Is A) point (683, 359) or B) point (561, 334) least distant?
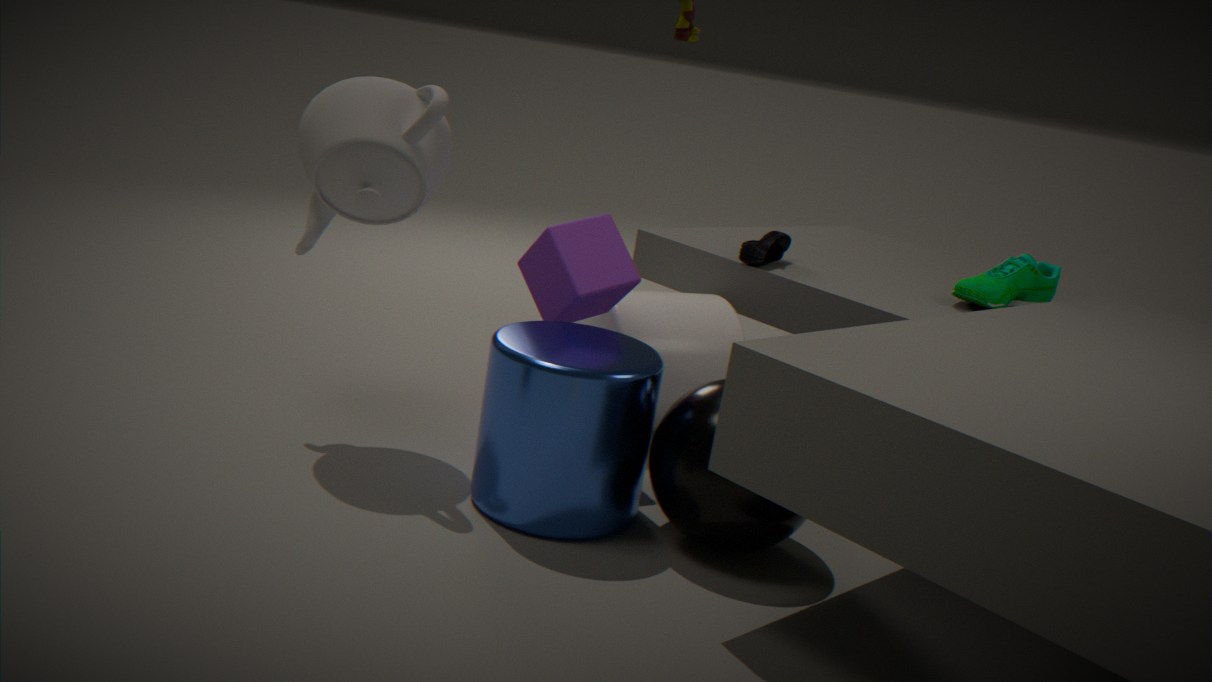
B. point (561, 334)
